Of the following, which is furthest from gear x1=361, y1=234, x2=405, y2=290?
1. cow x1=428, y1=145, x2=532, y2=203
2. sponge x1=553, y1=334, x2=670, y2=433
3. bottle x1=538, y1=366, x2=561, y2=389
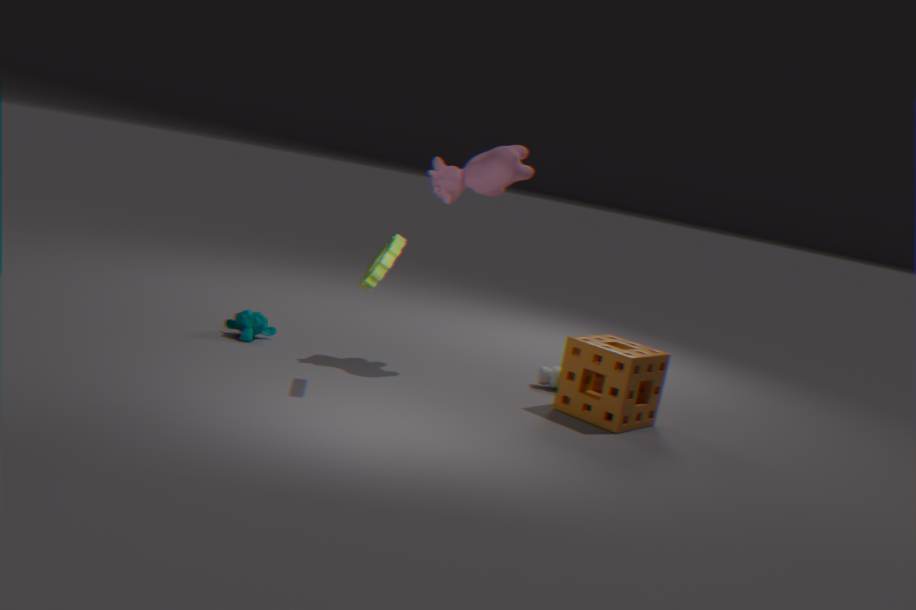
bottle x1=538, y1=366, x2=561, y2=389
